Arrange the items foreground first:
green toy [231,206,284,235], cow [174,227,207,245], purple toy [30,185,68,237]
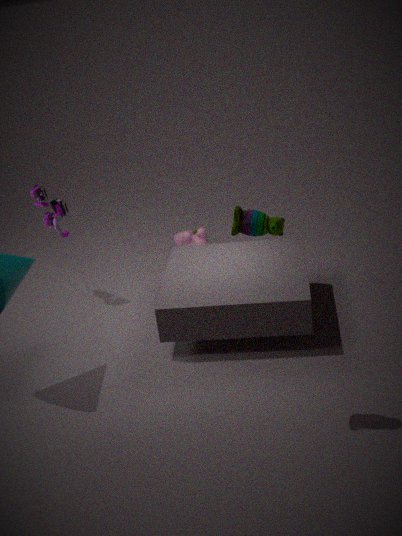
green toy [231,206,284,235]
purple toy [30,185,68,237]
cow [174,227,207,245]
